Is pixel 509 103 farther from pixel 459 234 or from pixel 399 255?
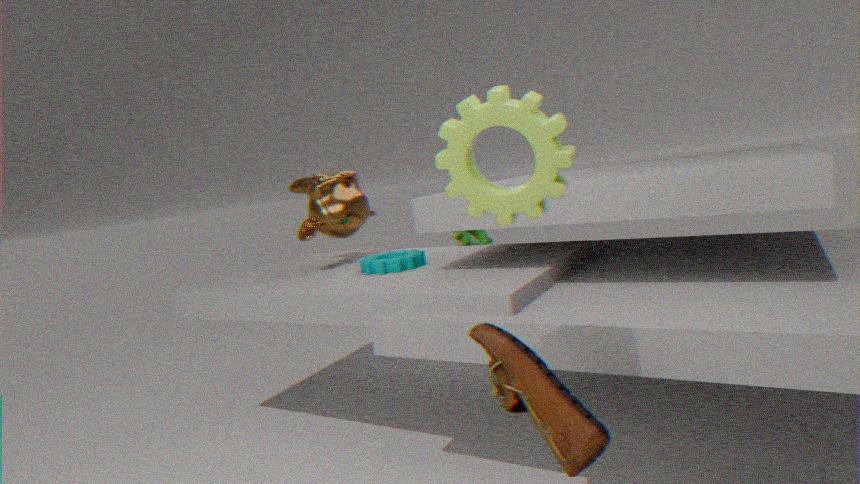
pixel 459 234
